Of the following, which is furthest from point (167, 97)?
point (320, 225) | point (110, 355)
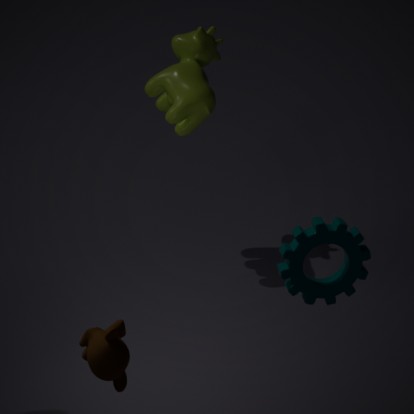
point (110, 355)
